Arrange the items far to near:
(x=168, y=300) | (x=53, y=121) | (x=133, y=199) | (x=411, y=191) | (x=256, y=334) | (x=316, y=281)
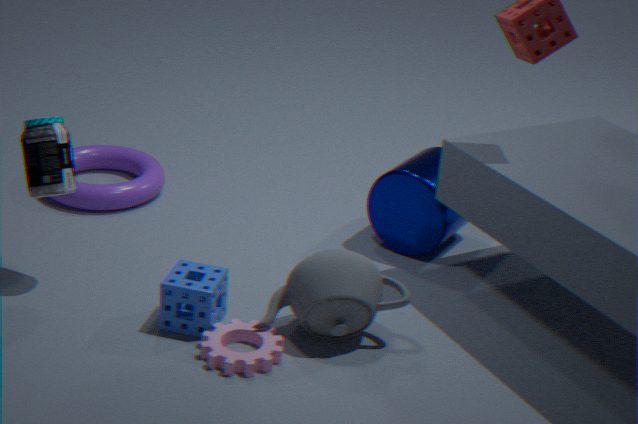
(x=133, y=199) < (x=411, y=191) < (x=53, y=121) < (x=168, y=300) < (x=256, y=334) < (x=316, y=281)
